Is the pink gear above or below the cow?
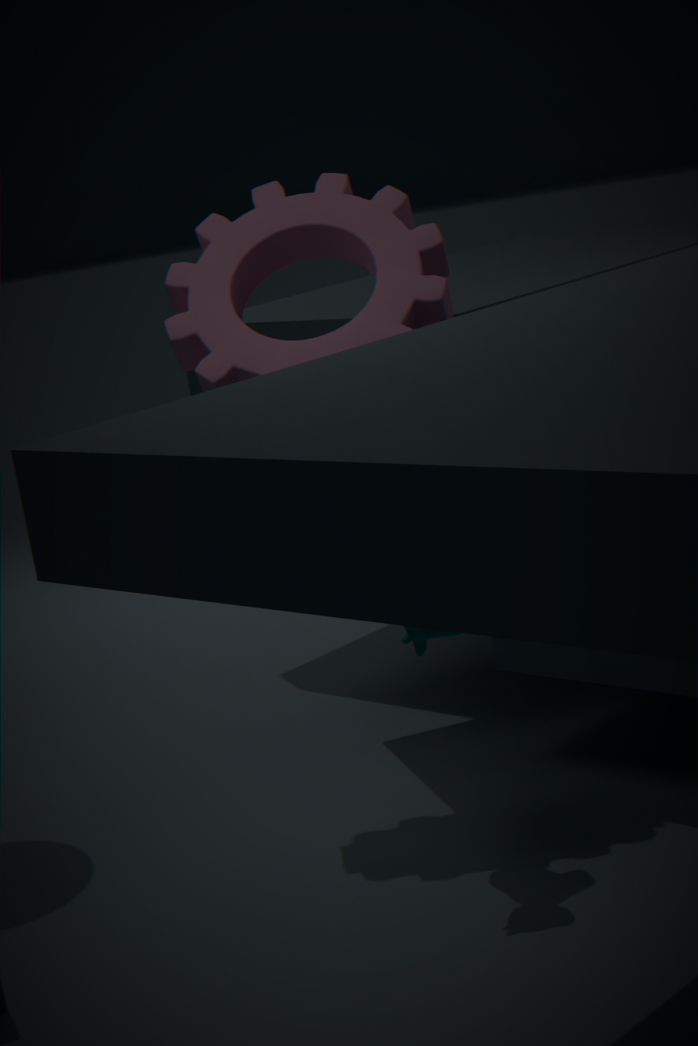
above
